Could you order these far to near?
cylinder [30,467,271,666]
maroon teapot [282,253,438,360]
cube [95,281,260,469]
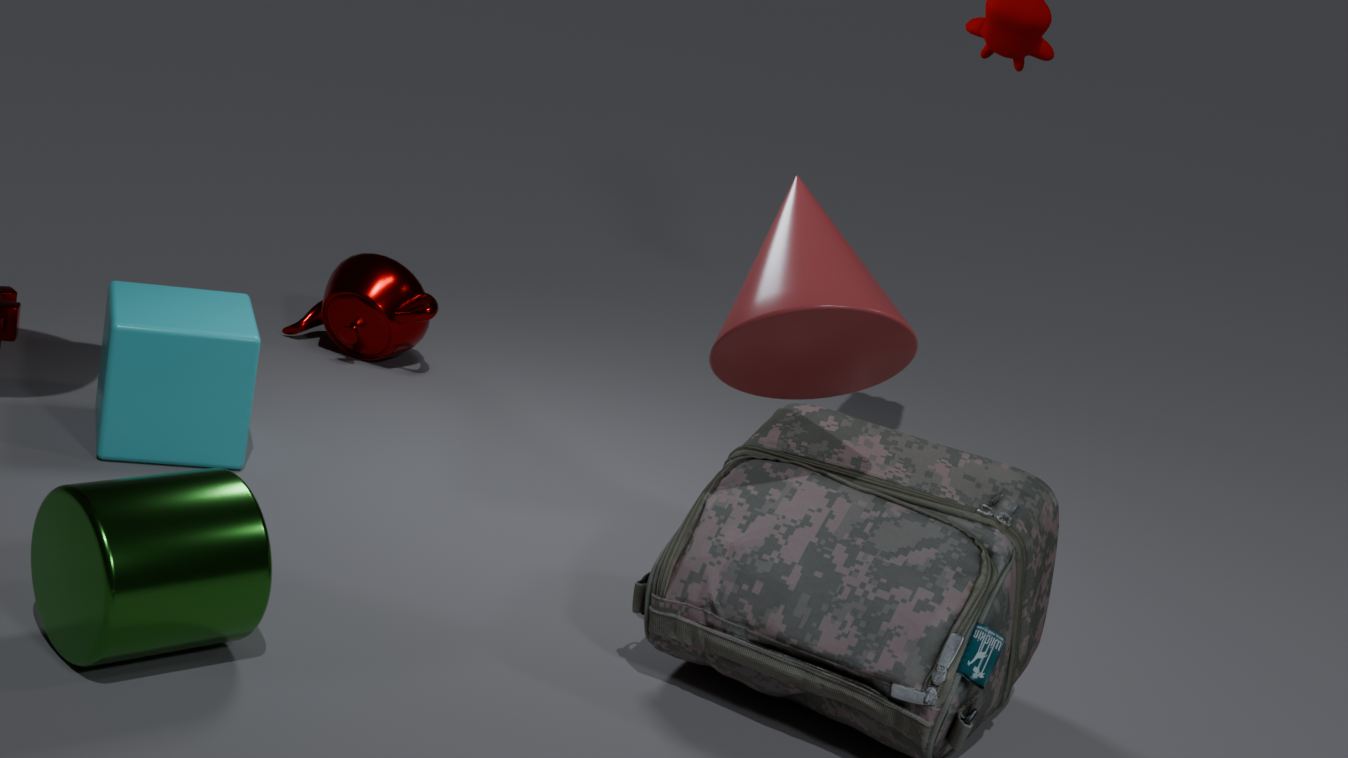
1. maroon teapot [282,253,438,360]
2. cube [95,281,260,469]
3. cylinder [30,467,271,666]
